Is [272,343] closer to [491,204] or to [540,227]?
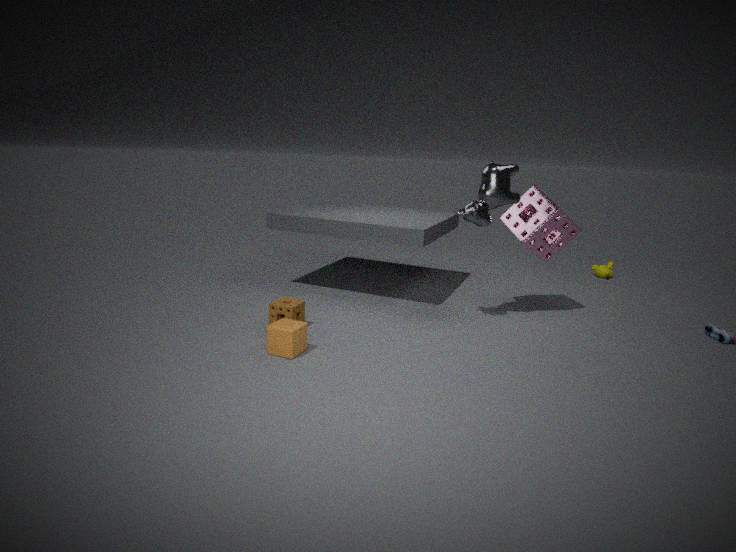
[491,204]
